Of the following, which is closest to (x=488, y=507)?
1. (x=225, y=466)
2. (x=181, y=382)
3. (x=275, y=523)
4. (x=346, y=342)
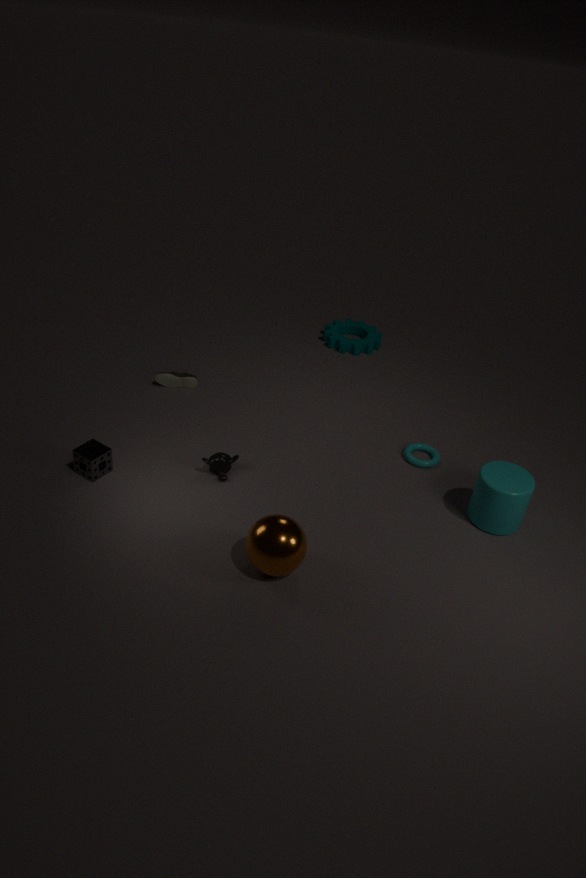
(x=275, y=523)
